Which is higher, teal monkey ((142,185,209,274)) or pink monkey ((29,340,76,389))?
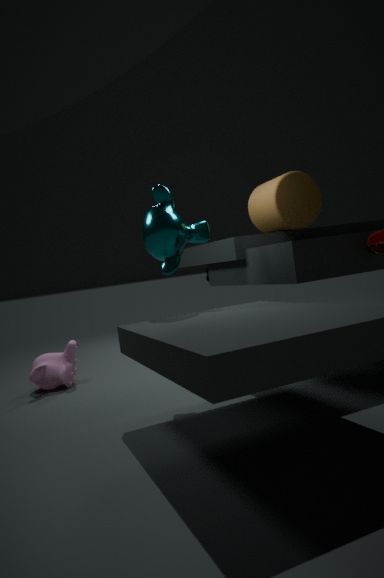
teal monkey ((142,185,209,274))
